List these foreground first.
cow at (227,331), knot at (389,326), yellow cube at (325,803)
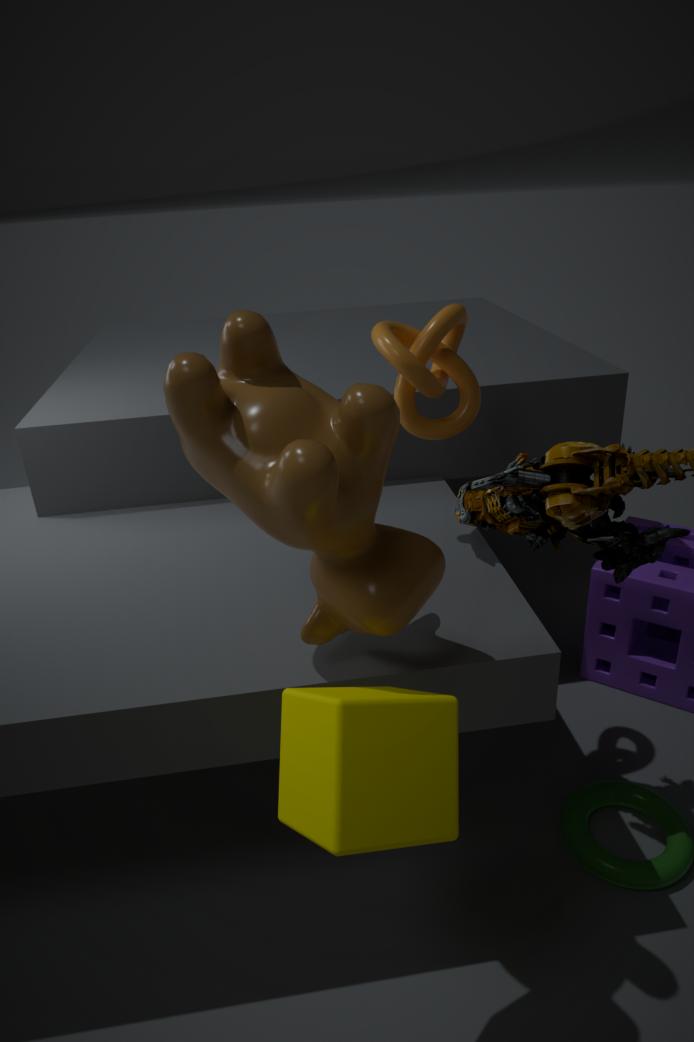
1. yellow cube at (325,803)
2. cow at (227,331)
3. knot at (389,326)
